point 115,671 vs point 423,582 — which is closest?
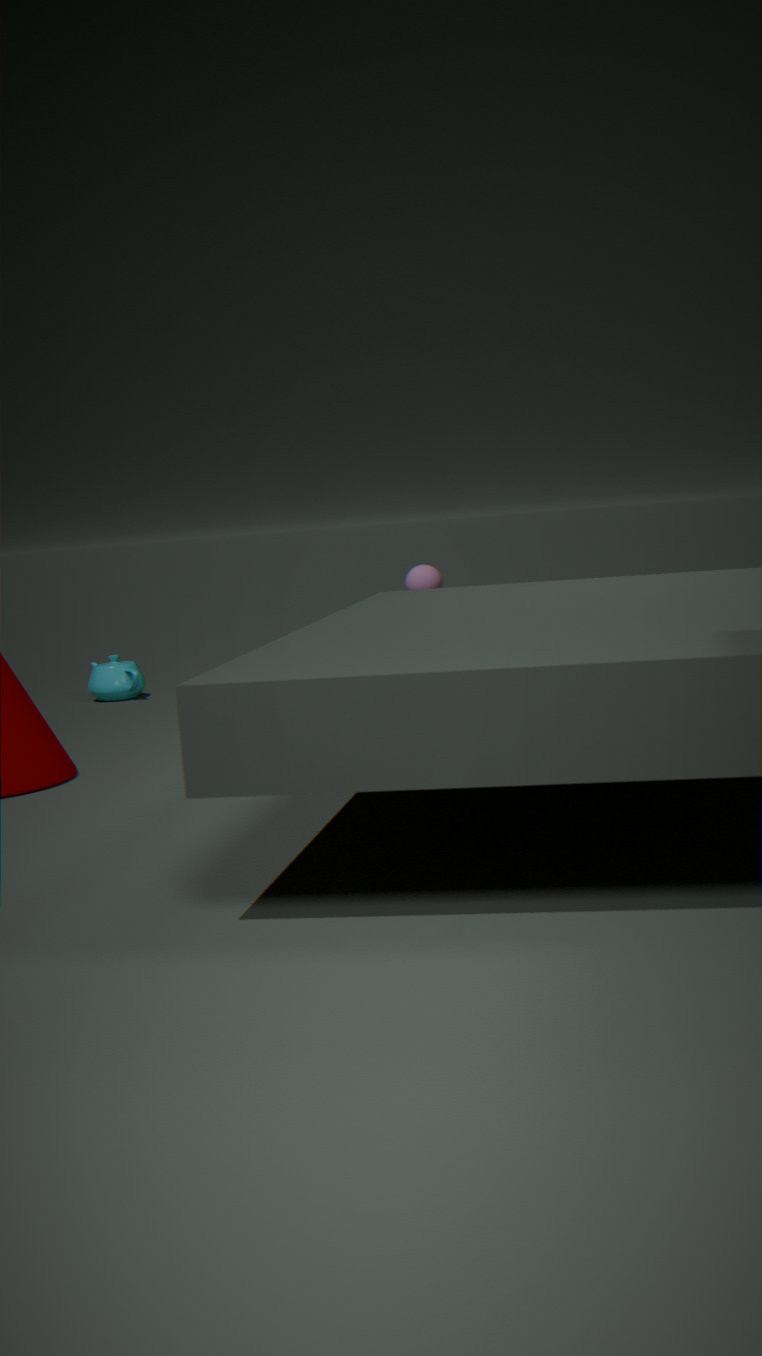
point 115,671
